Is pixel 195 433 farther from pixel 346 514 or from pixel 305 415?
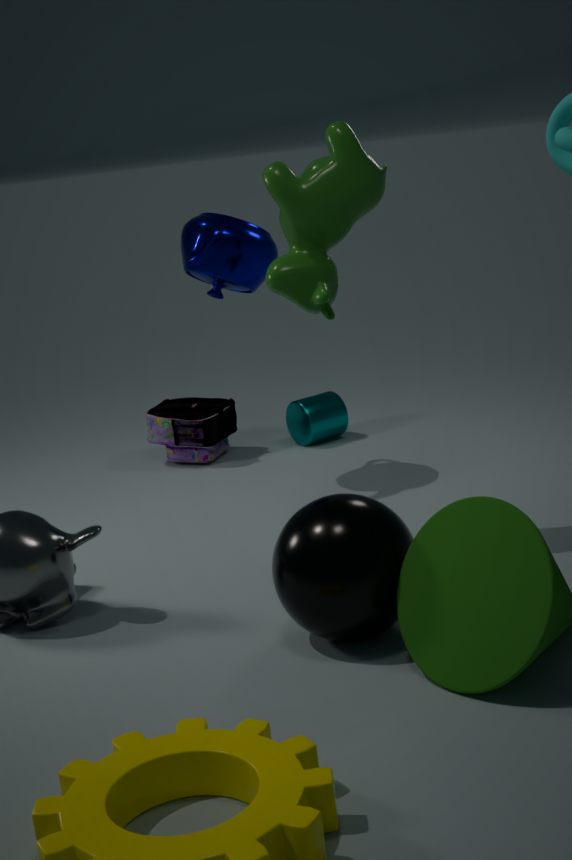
pixel 346 514
